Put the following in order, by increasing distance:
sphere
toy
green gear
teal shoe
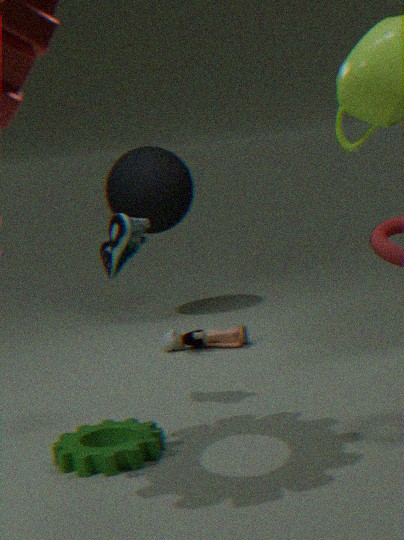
green gear → teal shoe → toy → sphere
